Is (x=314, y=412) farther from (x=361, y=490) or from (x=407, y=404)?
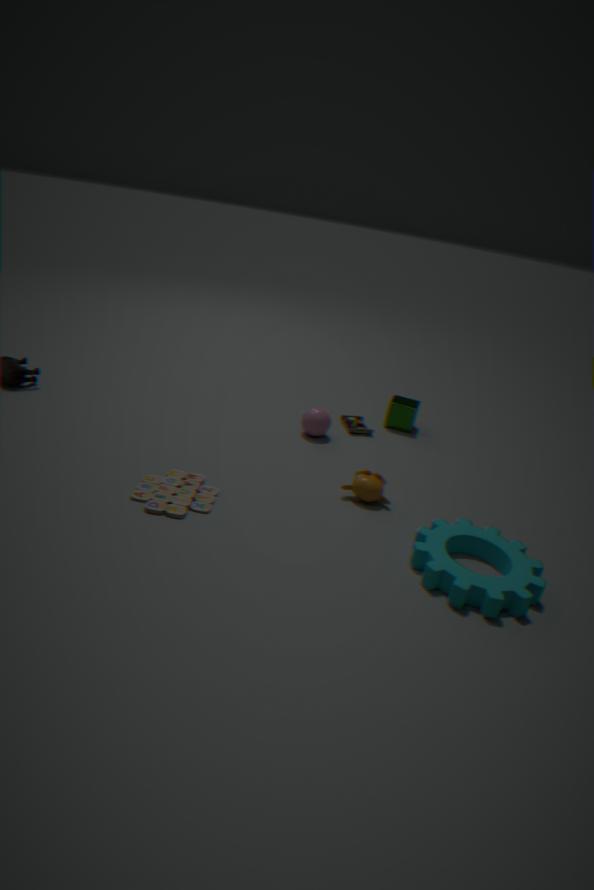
(x=361, y=490)
